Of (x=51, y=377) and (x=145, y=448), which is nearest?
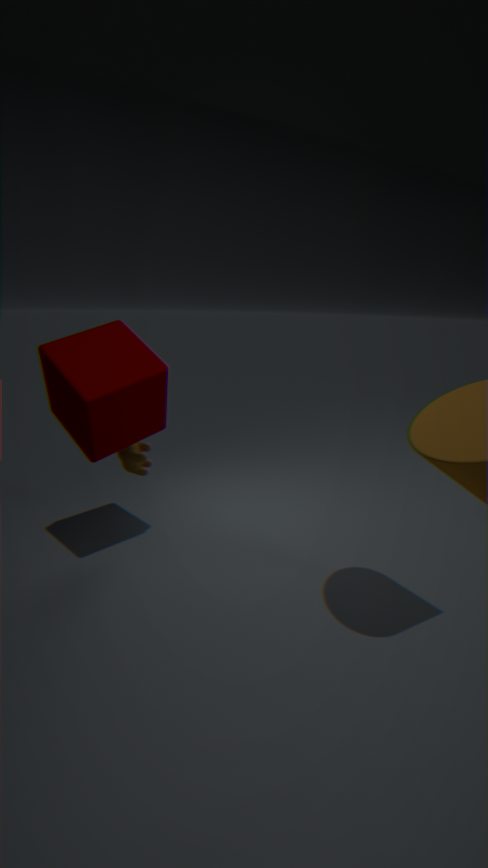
(x=51, y=377)
